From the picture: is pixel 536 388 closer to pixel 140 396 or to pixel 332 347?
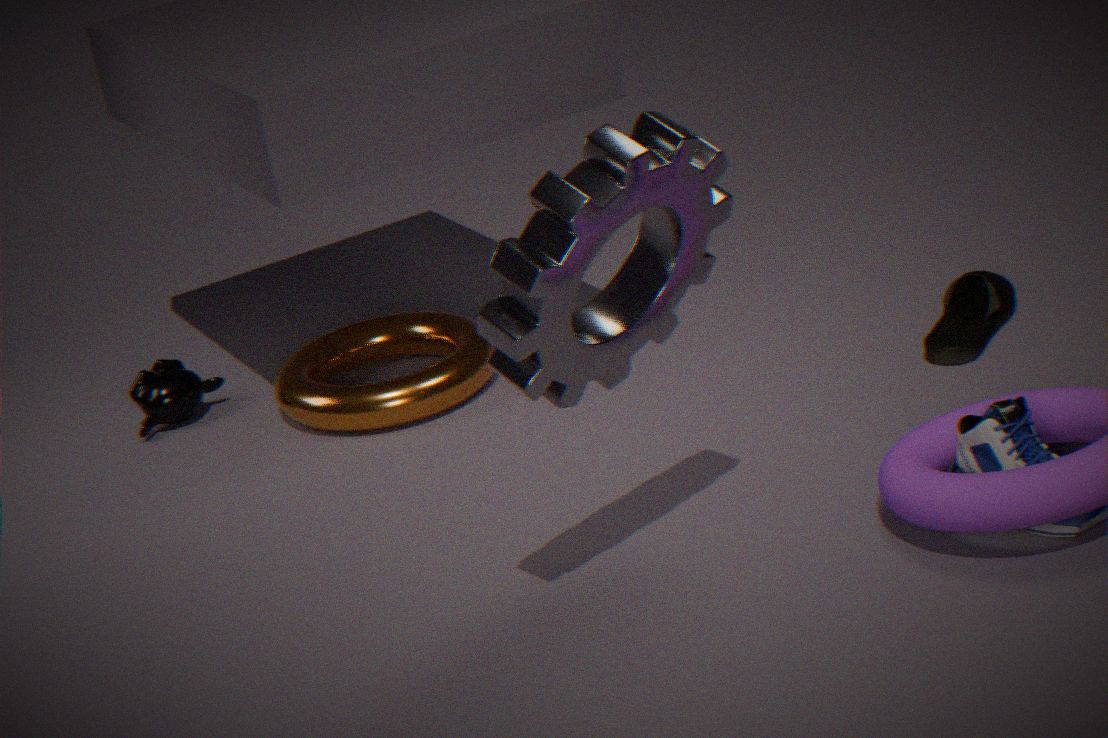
pixel 332 347
